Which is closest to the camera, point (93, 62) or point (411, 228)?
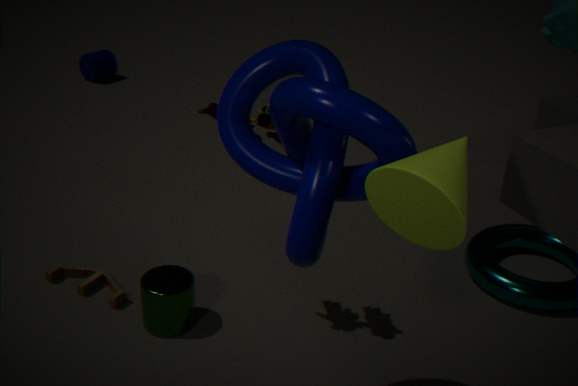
point (411, 228)
